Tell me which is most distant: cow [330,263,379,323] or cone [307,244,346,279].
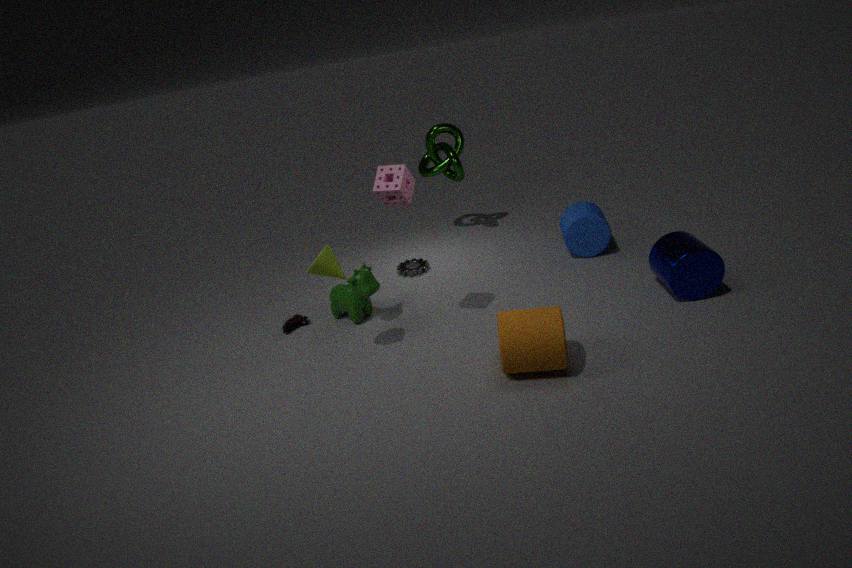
cow [330,263,379,323]
